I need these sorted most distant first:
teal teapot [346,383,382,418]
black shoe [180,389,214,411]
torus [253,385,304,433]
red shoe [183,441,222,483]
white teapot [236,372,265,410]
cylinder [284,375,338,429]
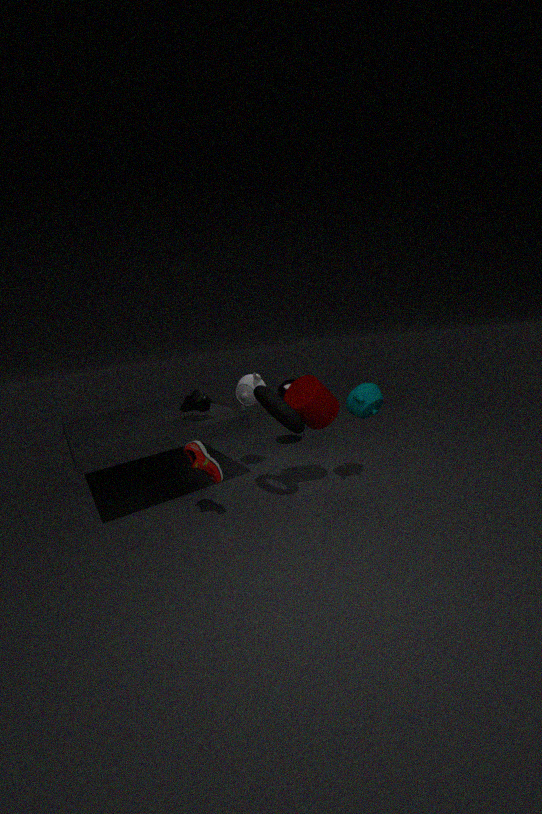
white teapot [236,372,265,410] < black shoe [180,389,214,411] < teal teapot [346,383,382,418] < cylinder [284,375,338,429] < red shoe [183,441,222,483] < torus [253,385,304,433]
